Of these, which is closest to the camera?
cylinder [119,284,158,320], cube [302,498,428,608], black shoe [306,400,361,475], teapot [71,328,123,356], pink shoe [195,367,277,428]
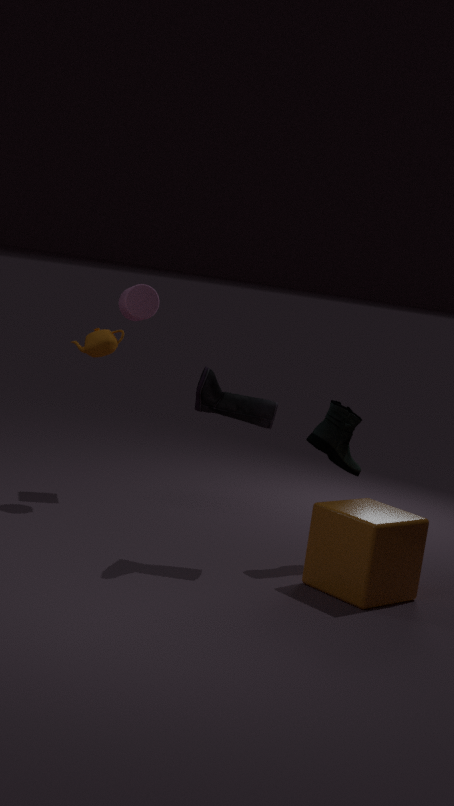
cube [302,498,428,608]
